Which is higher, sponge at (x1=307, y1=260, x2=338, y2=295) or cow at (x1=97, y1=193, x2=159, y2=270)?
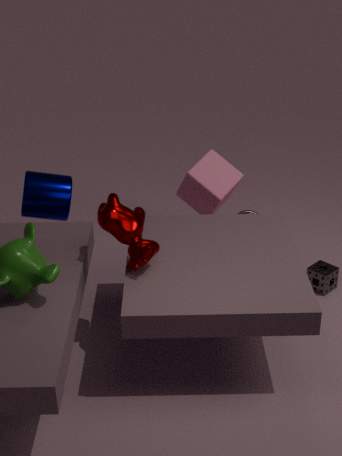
cow at (x1=97, y1=193, x2=159, y2=270)
